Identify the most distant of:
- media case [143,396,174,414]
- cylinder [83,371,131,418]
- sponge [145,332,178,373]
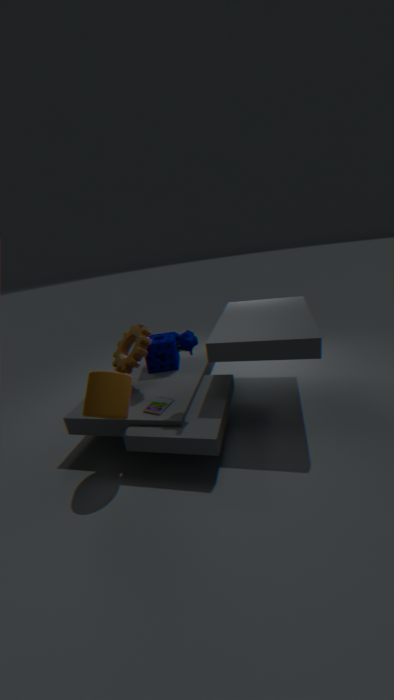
sponge [145,332,178,373]
